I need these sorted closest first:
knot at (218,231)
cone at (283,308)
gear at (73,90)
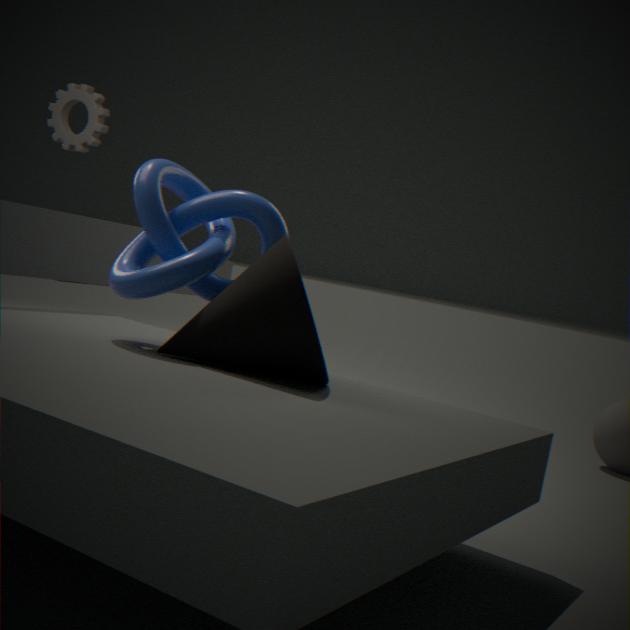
1. cone at (283,308)
2. knot at (218,231)
3. gear at (73,90)
